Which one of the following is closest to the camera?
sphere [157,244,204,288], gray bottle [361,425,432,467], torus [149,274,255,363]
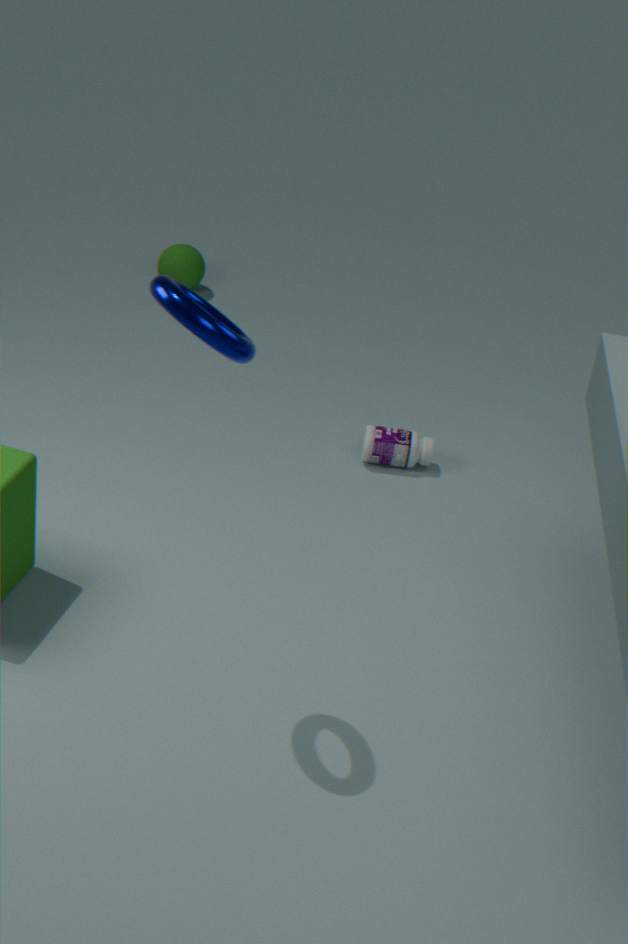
torus [149,274,255,363]
